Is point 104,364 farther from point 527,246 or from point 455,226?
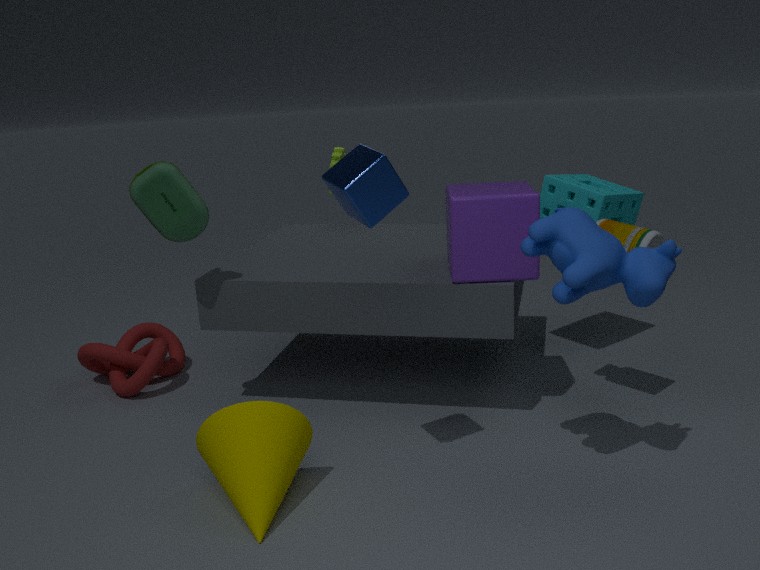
point 527,246
